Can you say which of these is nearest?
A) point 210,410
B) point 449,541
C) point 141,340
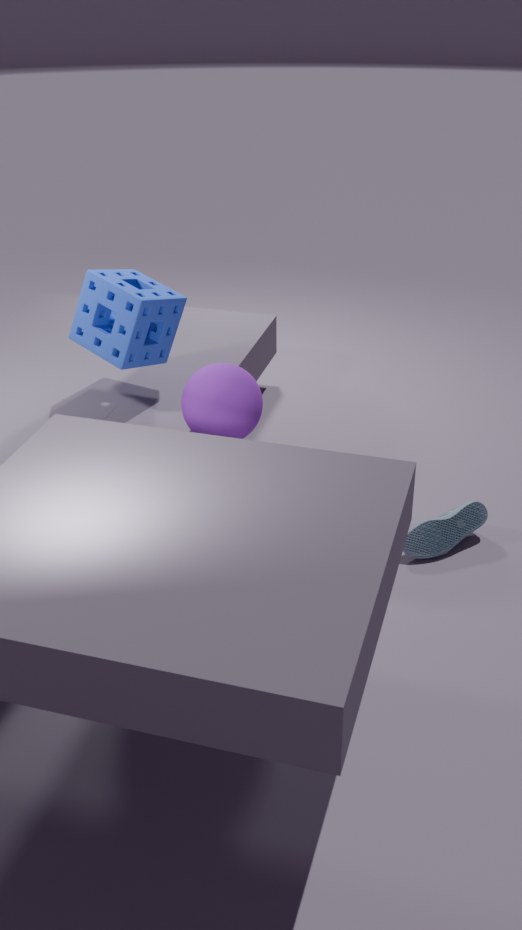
point 210,410
